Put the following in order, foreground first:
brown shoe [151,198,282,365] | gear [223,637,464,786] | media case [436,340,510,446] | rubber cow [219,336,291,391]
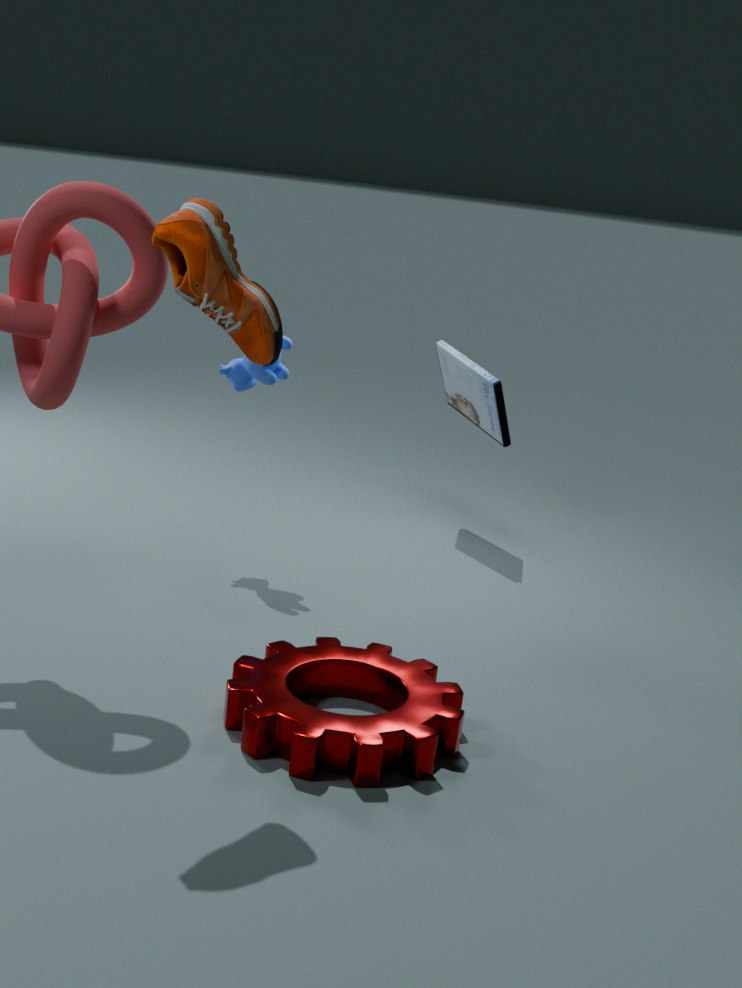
brown shoe [151,198,282,365] → gear [223,637,464,786] → rubber cow [219,336,291,391] → media case [436,340,510,446]
